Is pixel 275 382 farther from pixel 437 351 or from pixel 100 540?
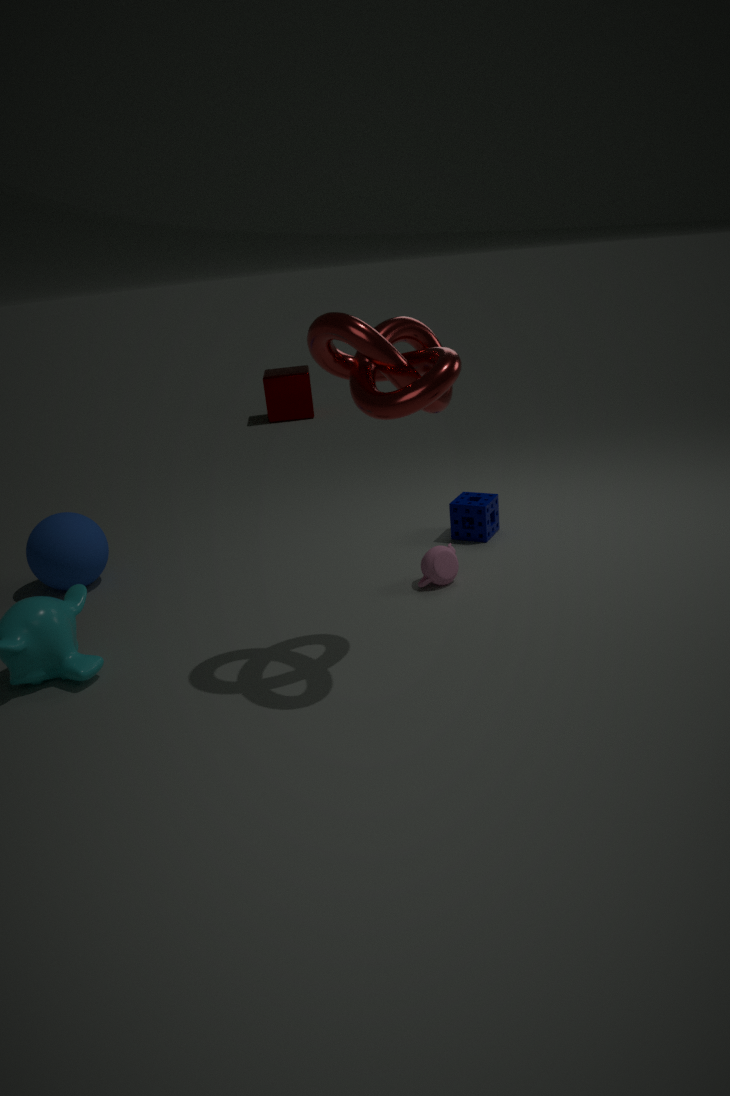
pixel 437 351
